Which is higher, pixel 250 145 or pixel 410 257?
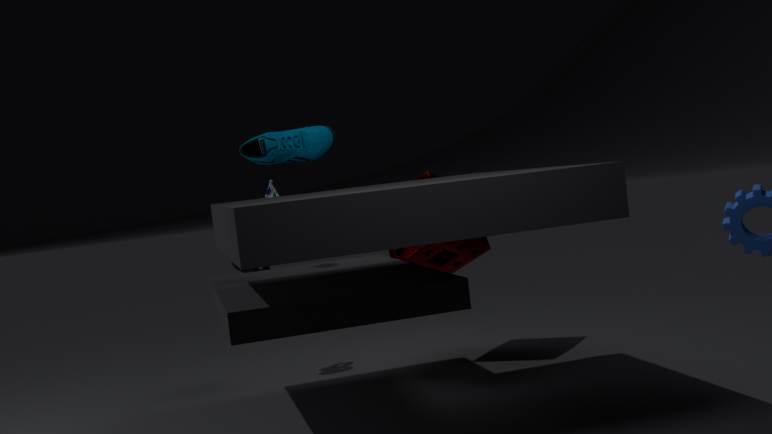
pixel 250 145
